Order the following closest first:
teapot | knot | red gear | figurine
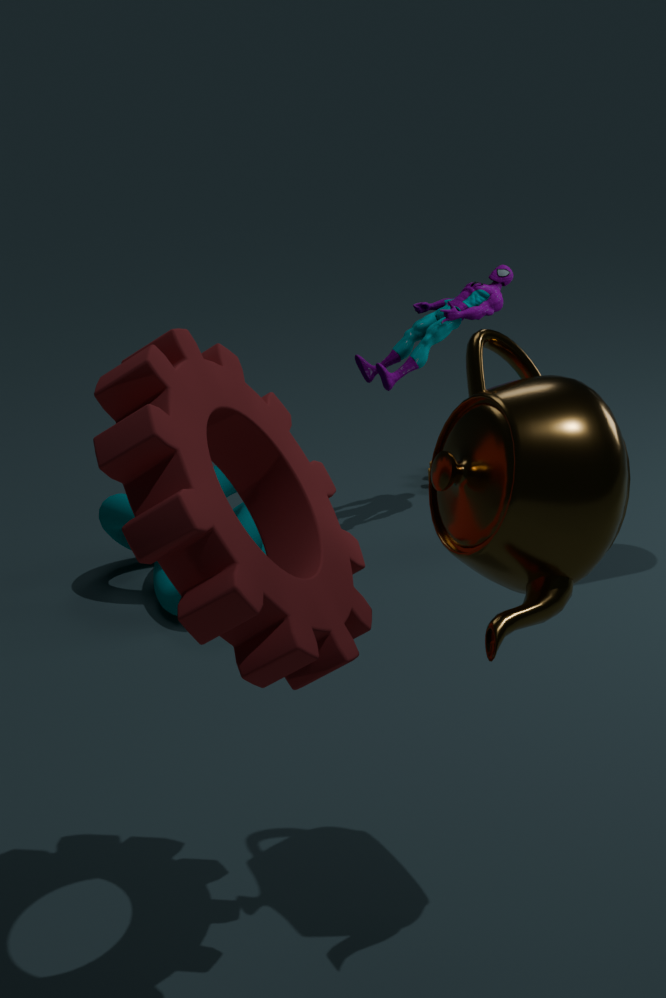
red gear
teapot
knot
figurine
